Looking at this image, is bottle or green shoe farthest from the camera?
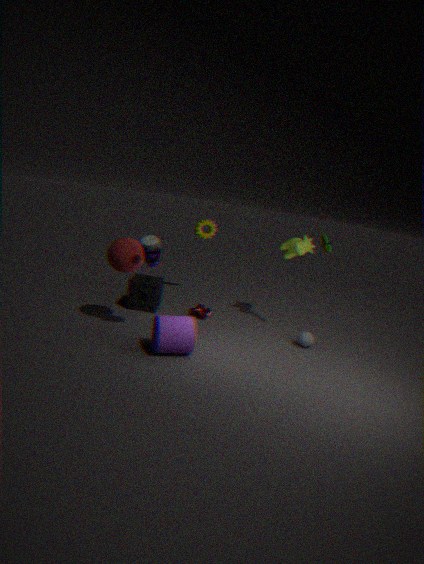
green shoe
